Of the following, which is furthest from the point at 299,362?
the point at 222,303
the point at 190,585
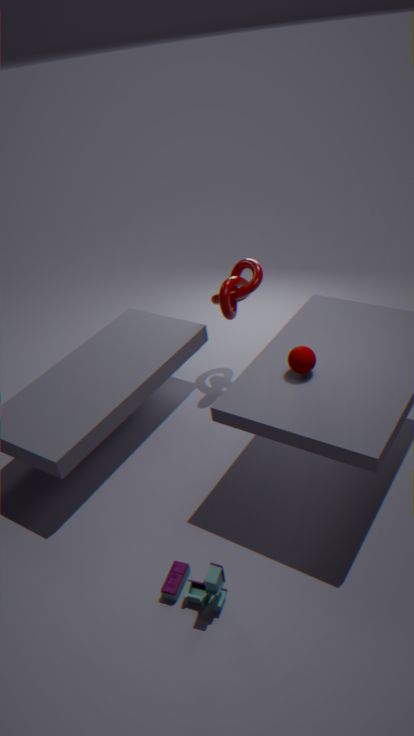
the point at 190,585
